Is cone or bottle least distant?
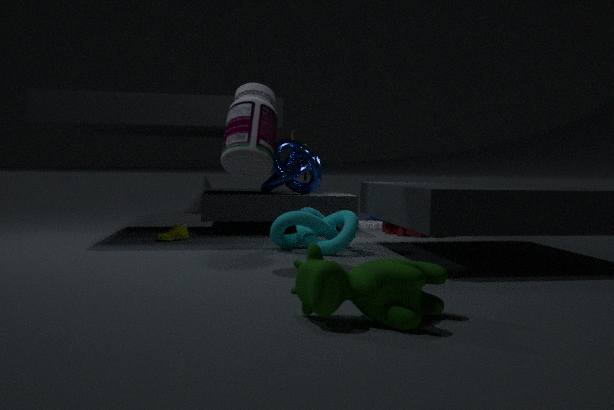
bottle
